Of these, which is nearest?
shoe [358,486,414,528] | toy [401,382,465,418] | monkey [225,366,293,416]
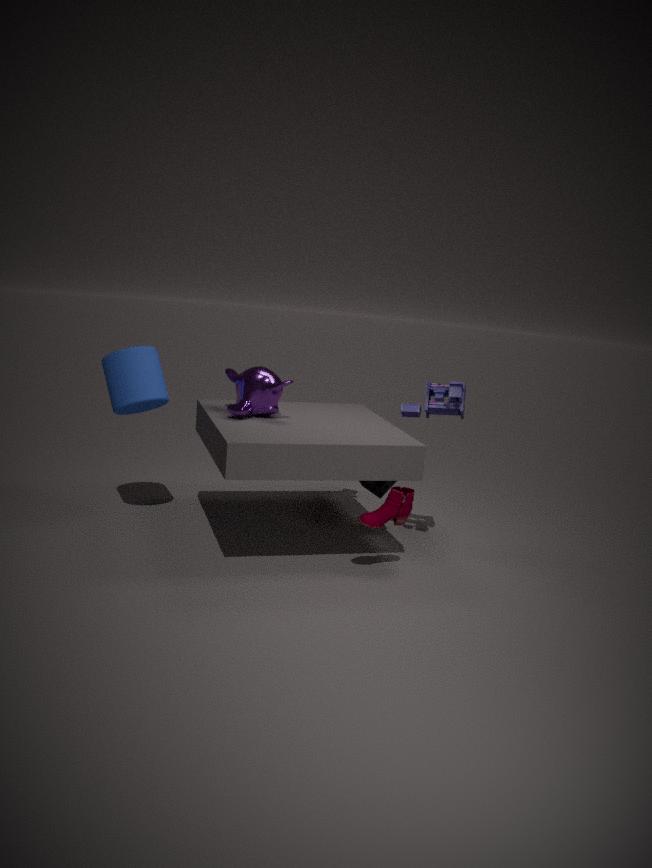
shoe [358,486,414,528]
